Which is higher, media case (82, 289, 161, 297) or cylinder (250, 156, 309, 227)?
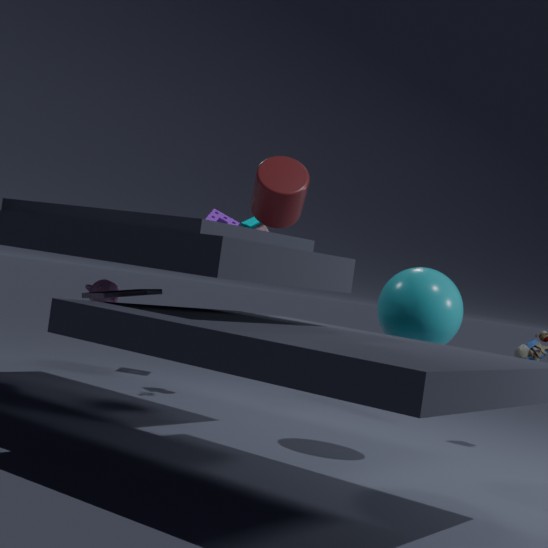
cylinder (250, 156, 309, 227)
